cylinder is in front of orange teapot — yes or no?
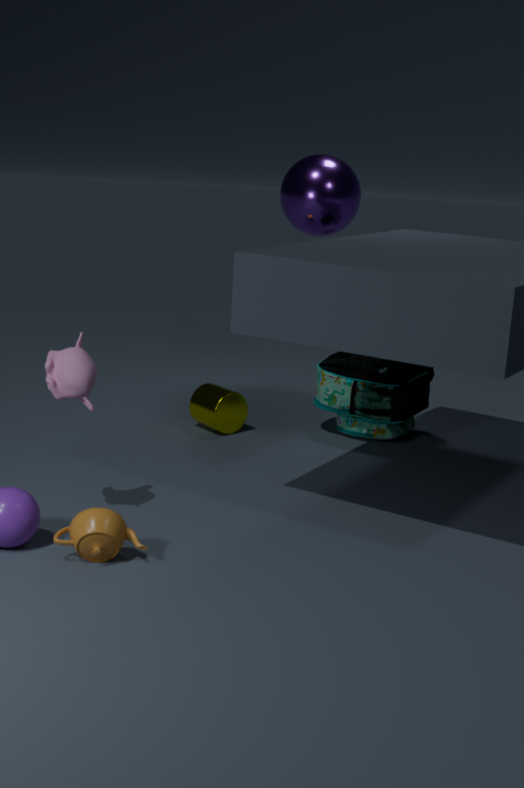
No
